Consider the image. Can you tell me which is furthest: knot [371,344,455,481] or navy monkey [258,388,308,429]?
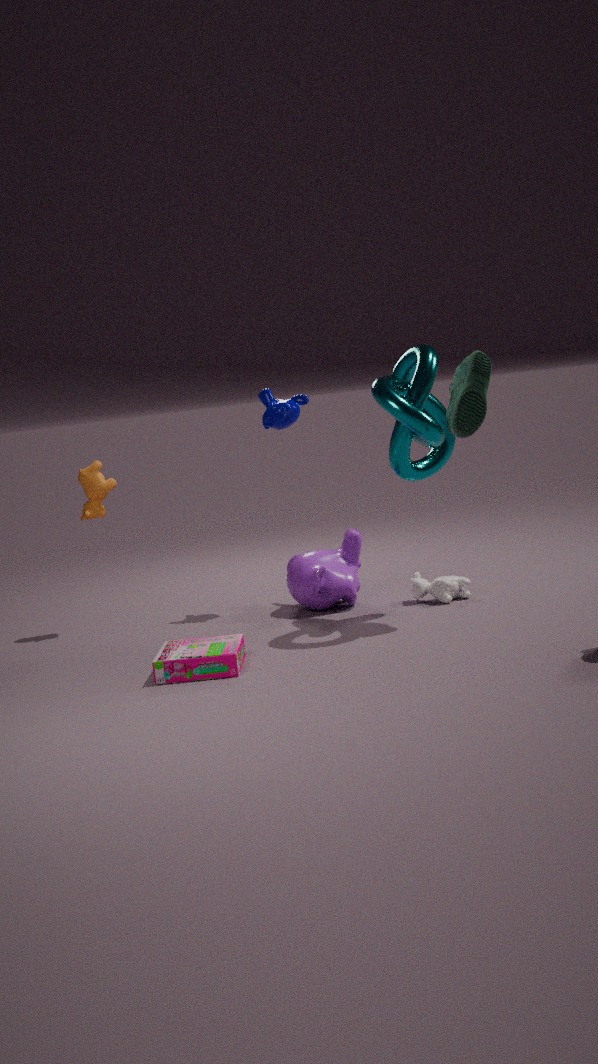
navy monkey [258,388,308,429]
